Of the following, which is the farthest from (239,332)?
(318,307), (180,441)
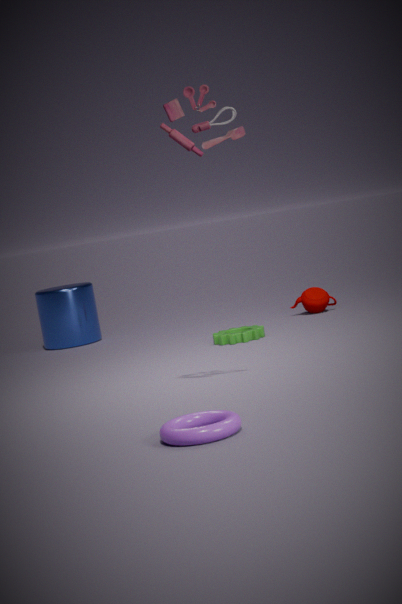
→ (180,441)
